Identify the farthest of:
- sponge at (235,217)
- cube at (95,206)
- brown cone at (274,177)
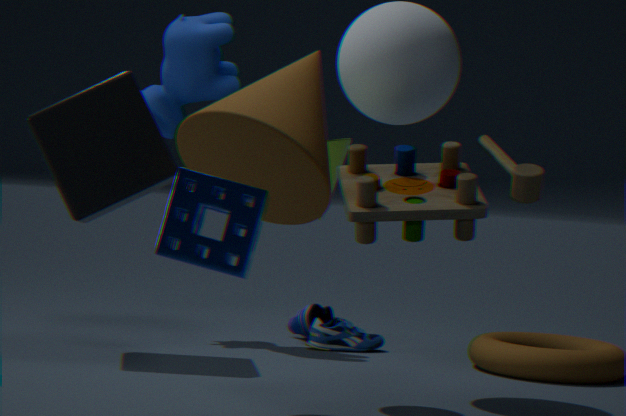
cube at (95,206)
